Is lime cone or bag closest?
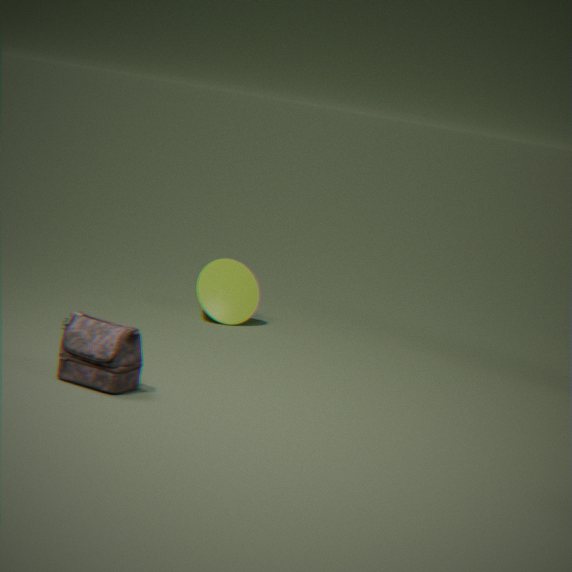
bag
